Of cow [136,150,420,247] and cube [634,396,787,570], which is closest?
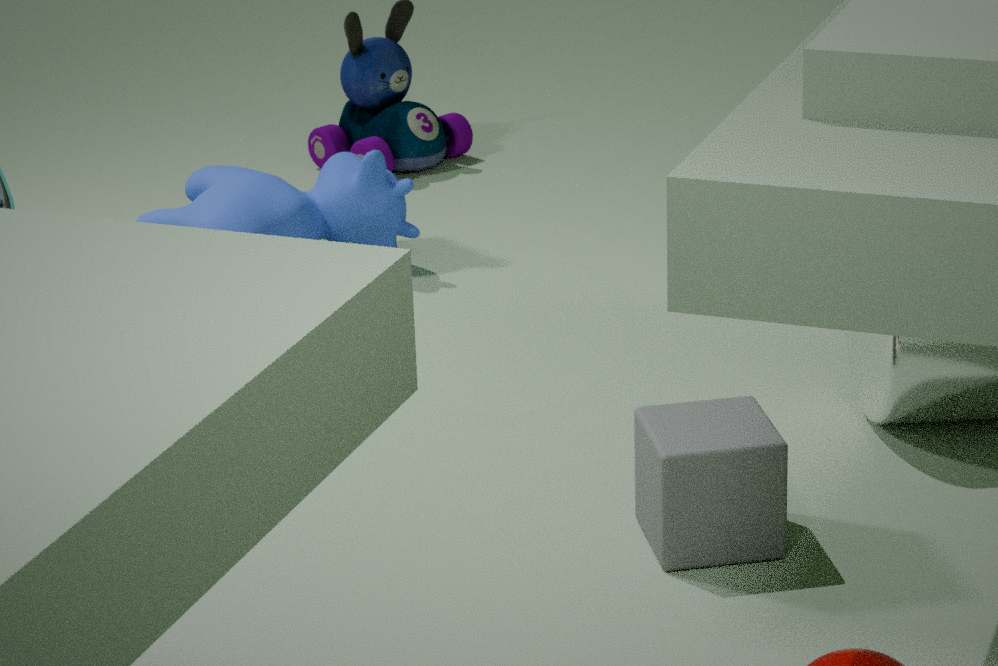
cube [634,396,787,570]
